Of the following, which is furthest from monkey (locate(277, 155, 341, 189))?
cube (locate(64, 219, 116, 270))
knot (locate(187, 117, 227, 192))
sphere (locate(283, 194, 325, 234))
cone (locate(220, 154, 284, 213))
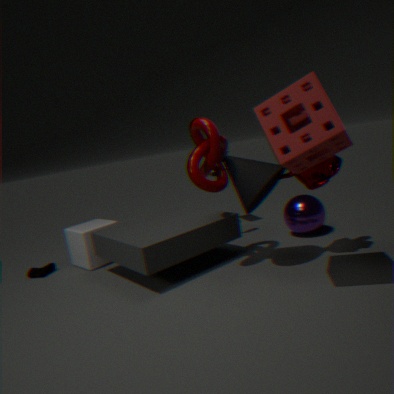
cube (locate(64, 219, 116, 270))
